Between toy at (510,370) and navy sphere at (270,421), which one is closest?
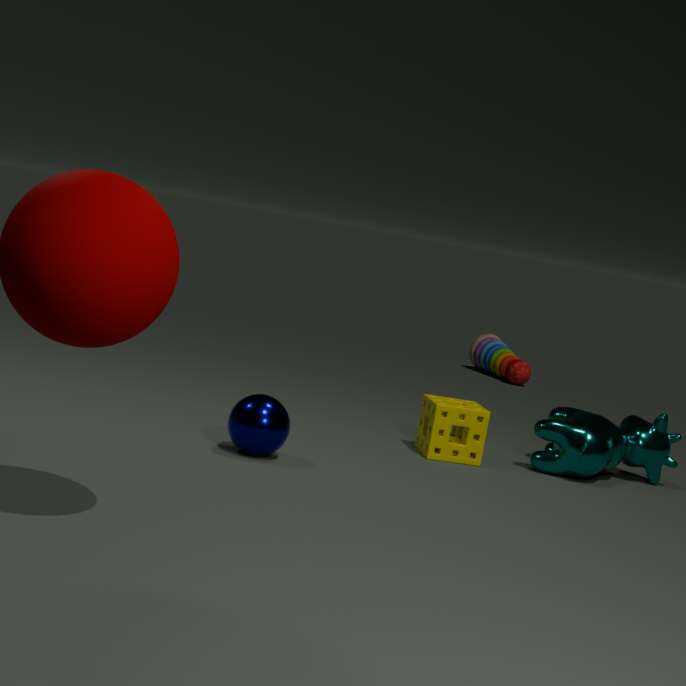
navy sphere at (270,421)
